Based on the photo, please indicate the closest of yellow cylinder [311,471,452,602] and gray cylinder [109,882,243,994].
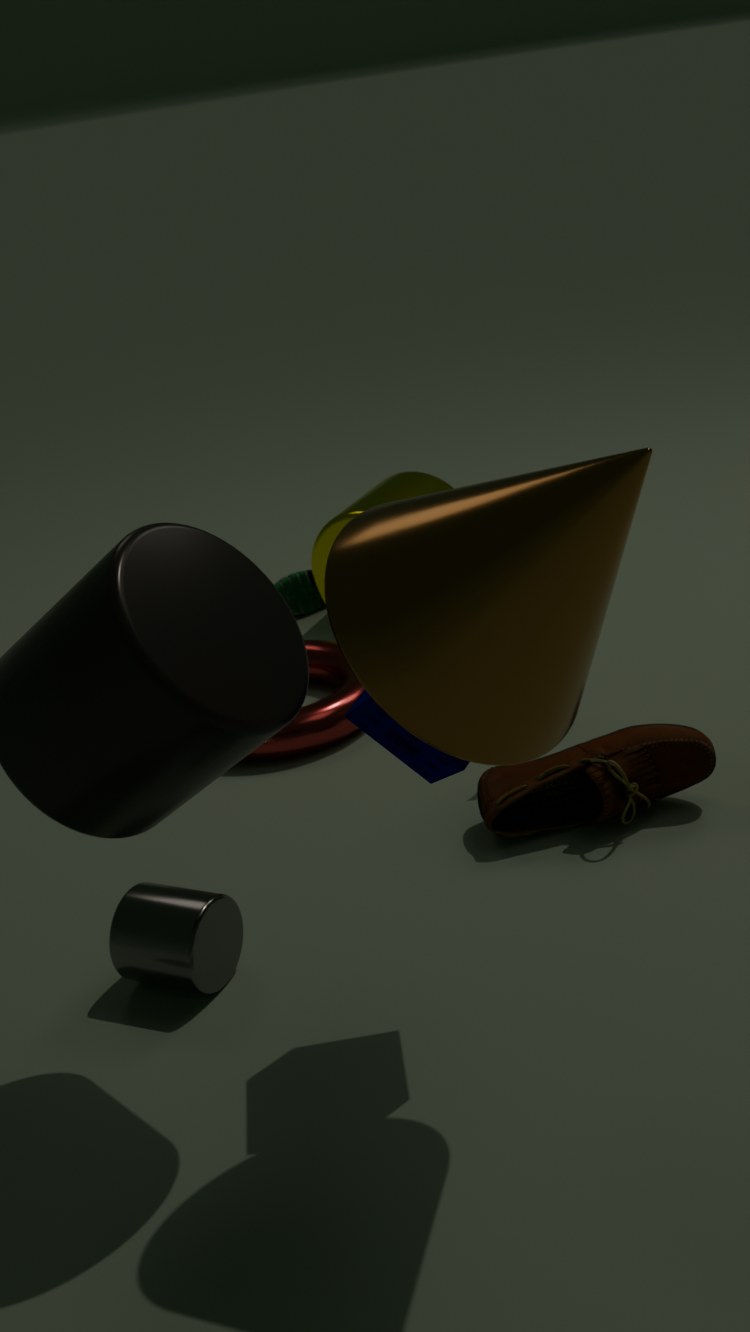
gray cylinder [109,882,243,994]
